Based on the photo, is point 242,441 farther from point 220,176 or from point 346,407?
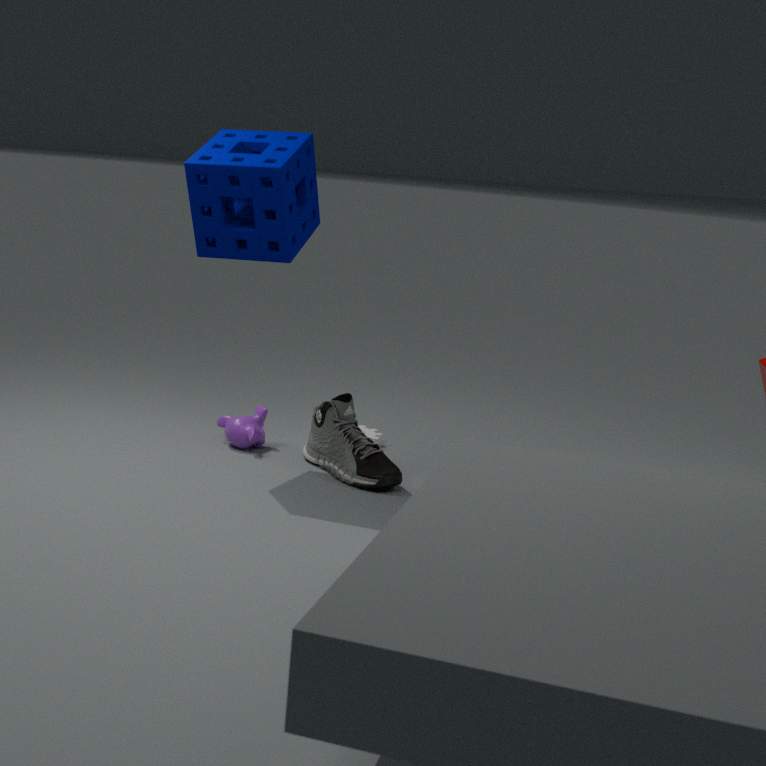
point 220,176
